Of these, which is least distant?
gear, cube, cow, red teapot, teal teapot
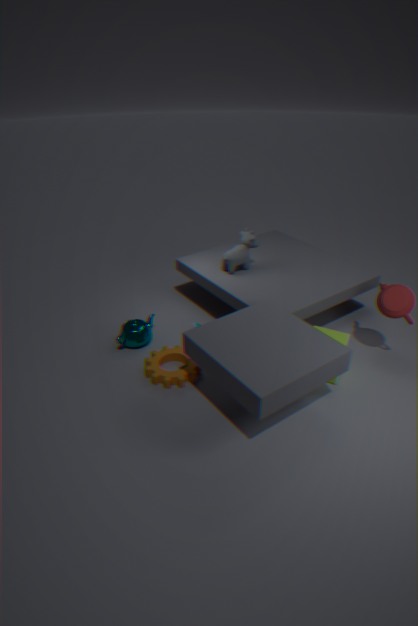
gear
